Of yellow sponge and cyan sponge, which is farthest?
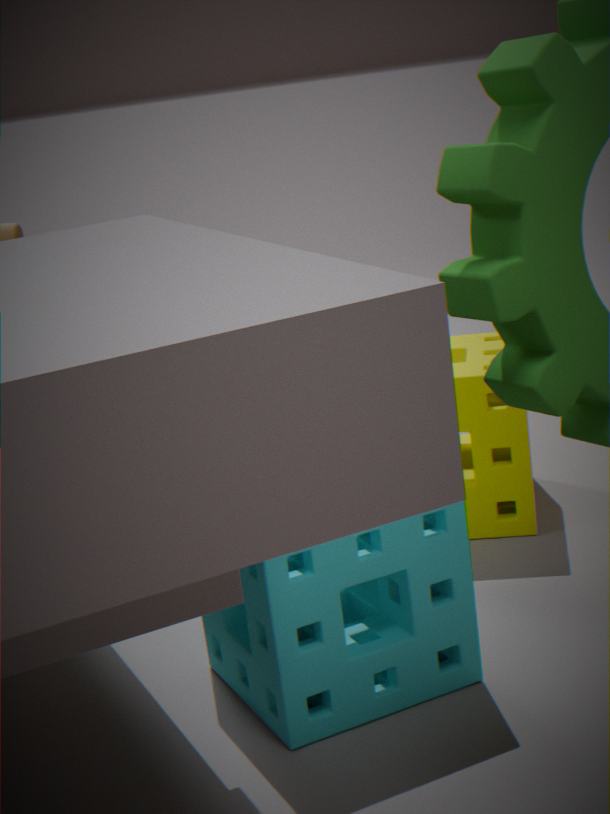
yellow sponge
